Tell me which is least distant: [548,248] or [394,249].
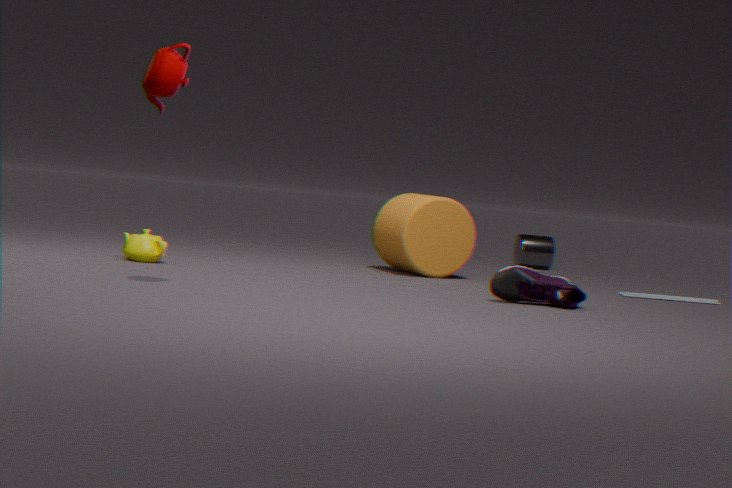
[394,249]
